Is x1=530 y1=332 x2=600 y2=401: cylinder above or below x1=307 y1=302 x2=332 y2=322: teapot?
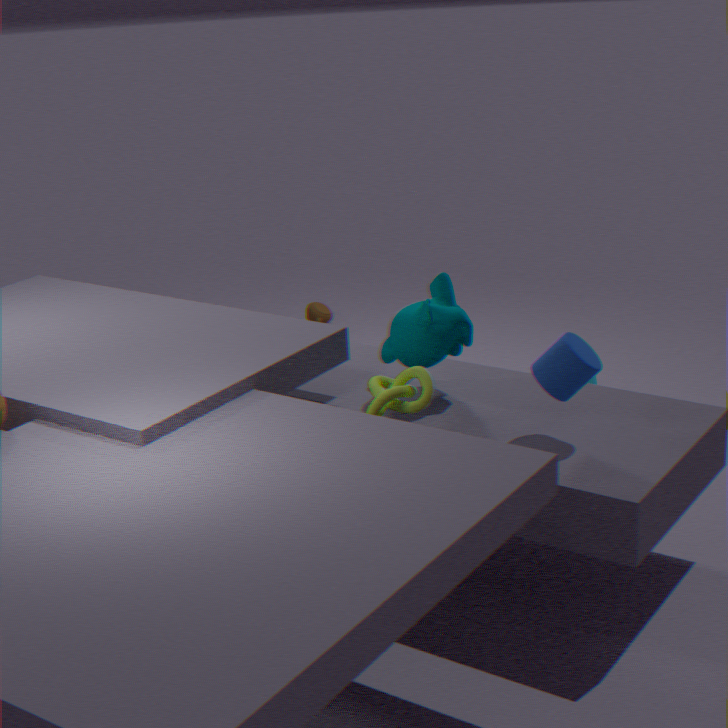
above
